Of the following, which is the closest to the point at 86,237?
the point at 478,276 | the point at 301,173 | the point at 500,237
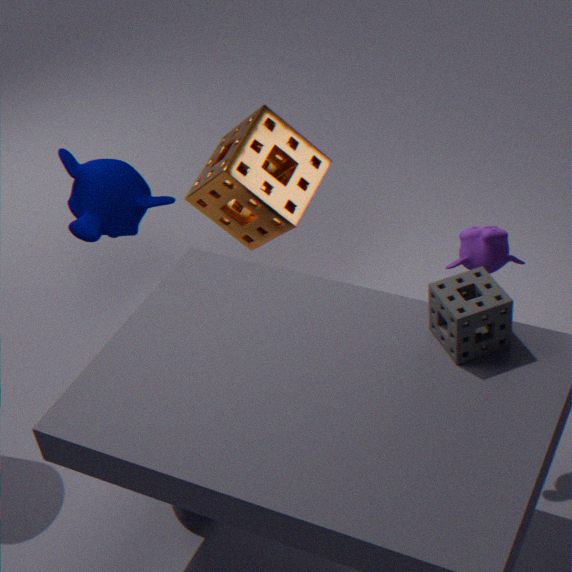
the point at 301,173
